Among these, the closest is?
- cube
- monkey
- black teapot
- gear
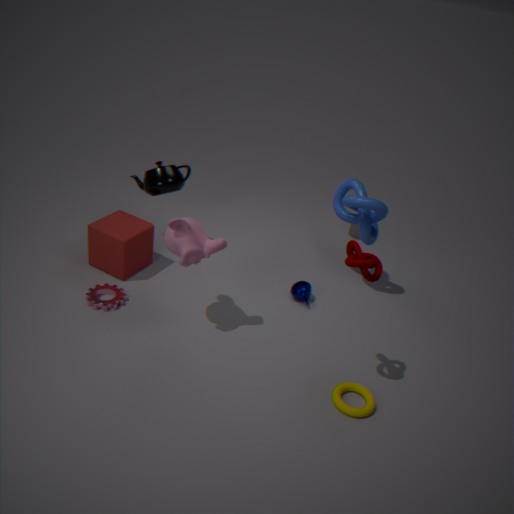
monkey
